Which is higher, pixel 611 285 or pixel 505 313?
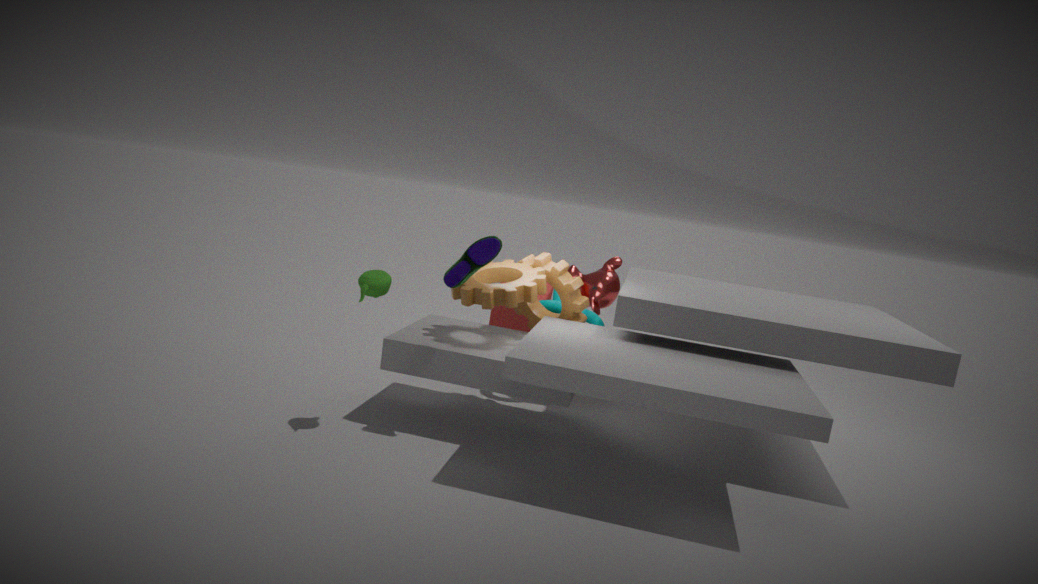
pixel 611 285
